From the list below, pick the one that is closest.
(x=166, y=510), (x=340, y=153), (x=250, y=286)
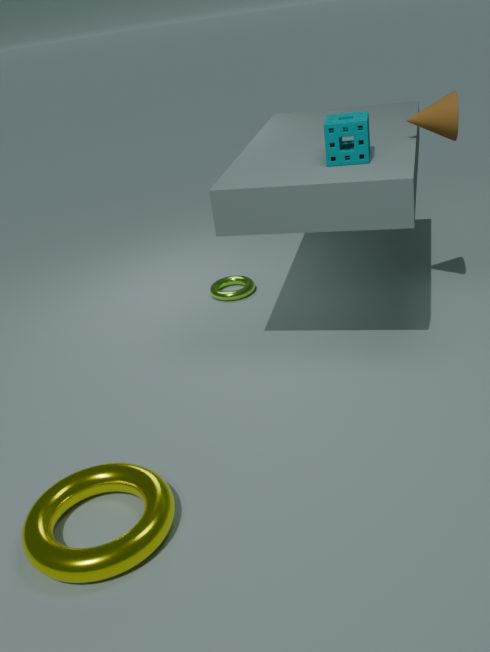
(x=166, y=510)
